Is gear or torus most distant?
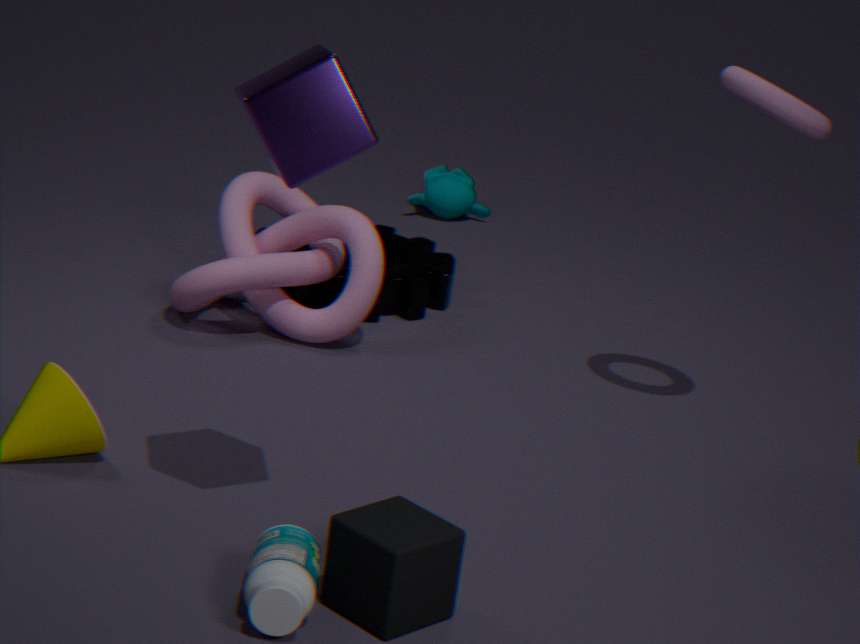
gear
